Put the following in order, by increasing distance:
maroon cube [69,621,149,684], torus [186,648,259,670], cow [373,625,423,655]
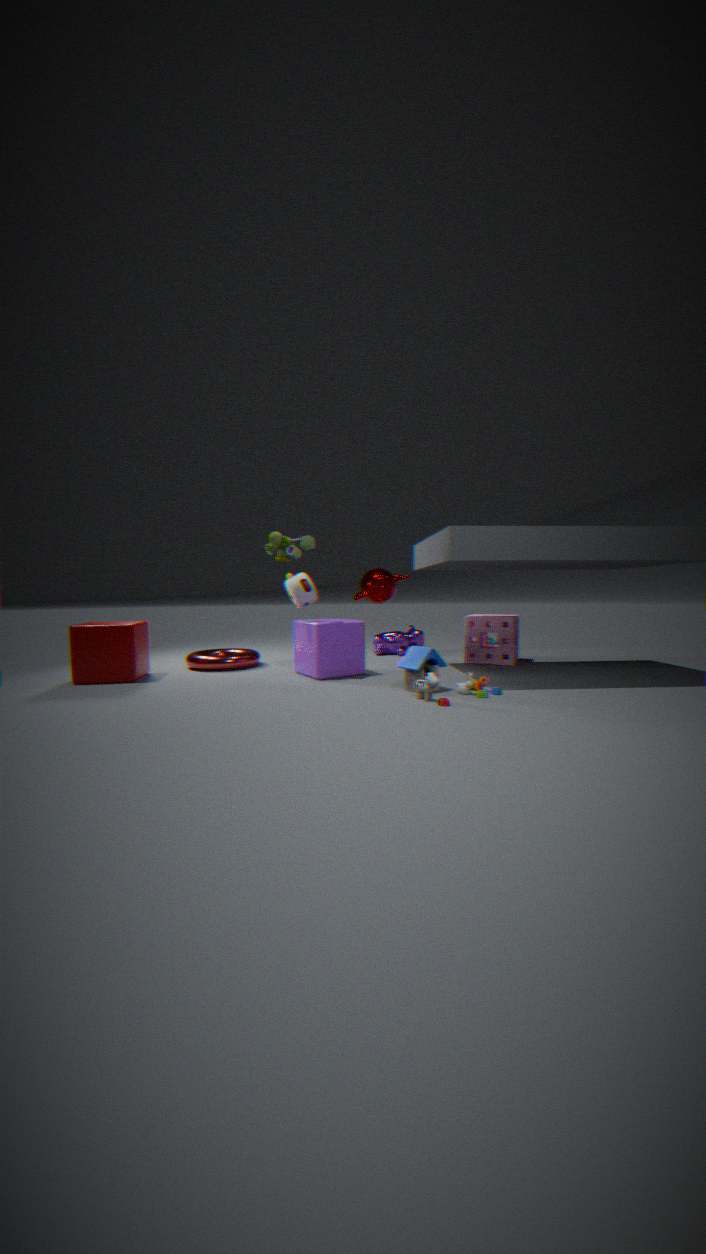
maroon cube [69,621,149,684]
torus [186,648,259,670]
cow [373,625,423,655]
